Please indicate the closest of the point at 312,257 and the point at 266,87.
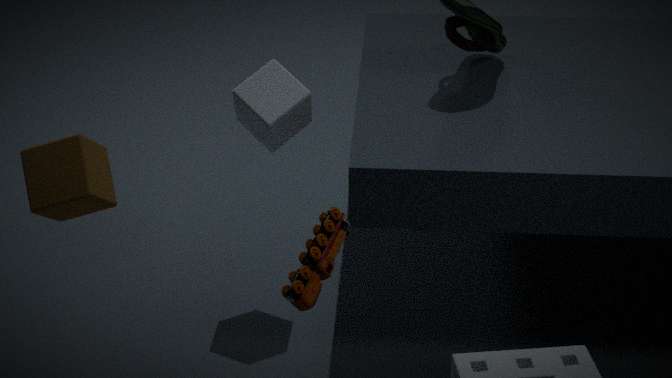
the point at 312,257
